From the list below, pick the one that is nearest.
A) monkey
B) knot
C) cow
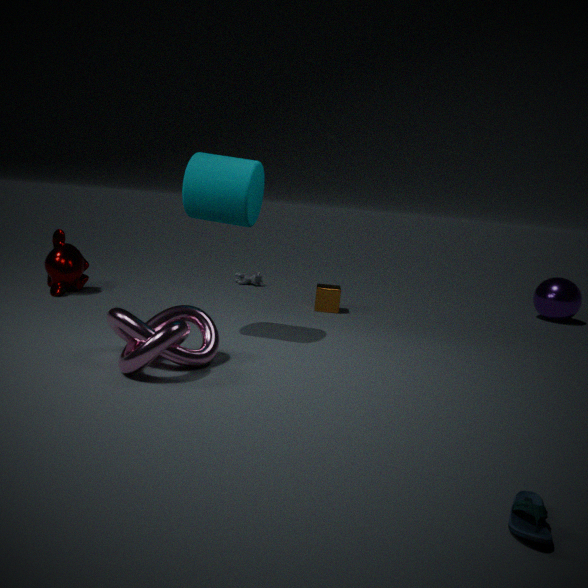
knot
